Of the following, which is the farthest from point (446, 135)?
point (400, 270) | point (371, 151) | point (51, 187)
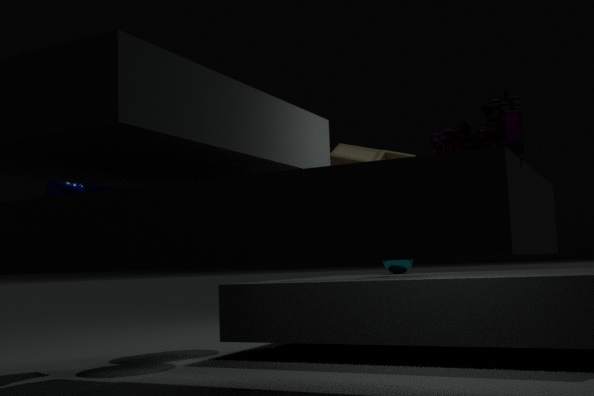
point (400, 270)
